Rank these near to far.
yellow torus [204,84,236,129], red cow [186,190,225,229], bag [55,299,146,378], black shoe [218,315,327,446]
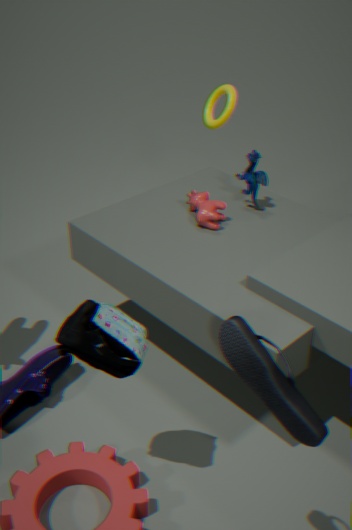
black shoe [218,315,327,446] < bag [55,299,146,378] < red cow [186,190,225,229] < yellow torus [204,84,236,129]
